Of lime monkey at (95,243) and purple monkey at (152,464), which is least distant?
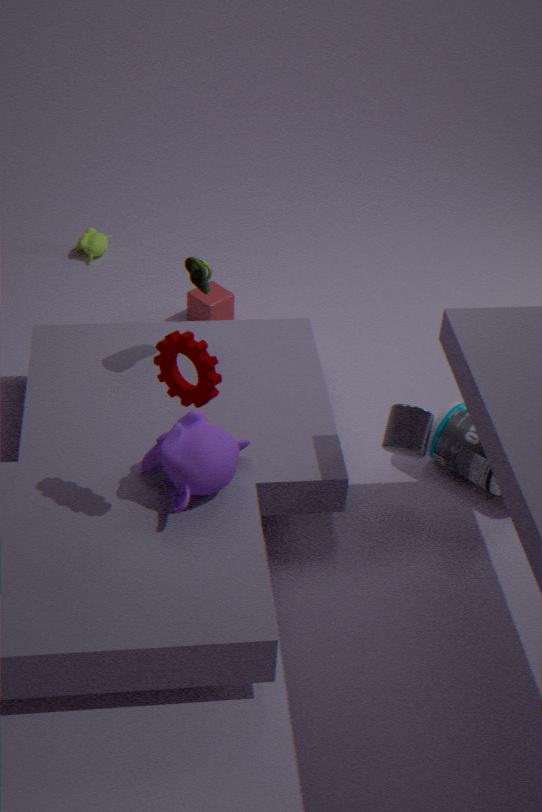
purple monkey at (152,464)
